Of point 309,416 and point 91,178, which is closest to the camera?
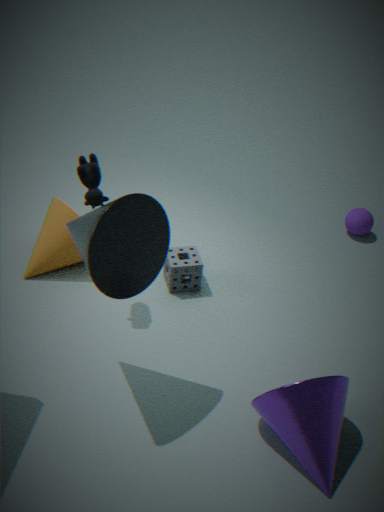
point 309,416
